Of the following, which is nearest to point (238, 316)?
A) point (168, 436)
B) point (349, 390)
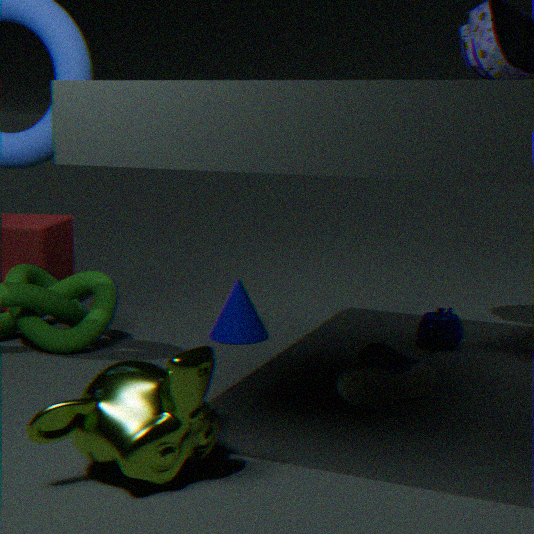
point (349, 390)
